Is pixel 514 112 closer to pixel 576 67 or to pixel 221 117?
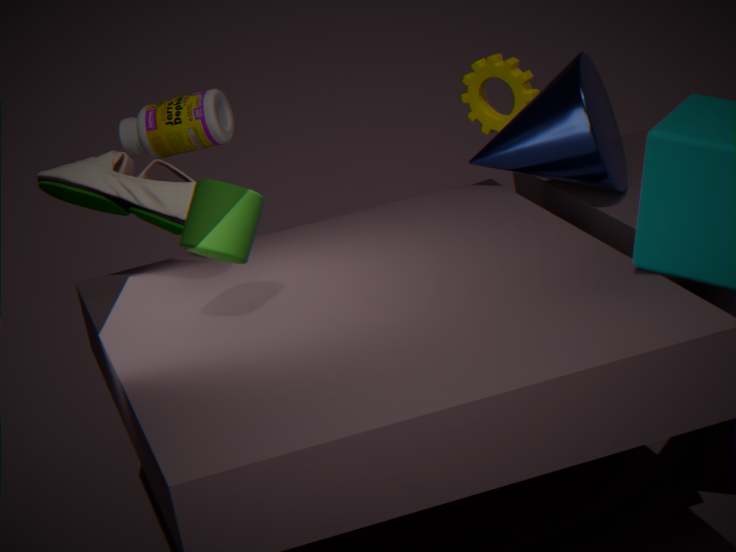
pixel 576 67
